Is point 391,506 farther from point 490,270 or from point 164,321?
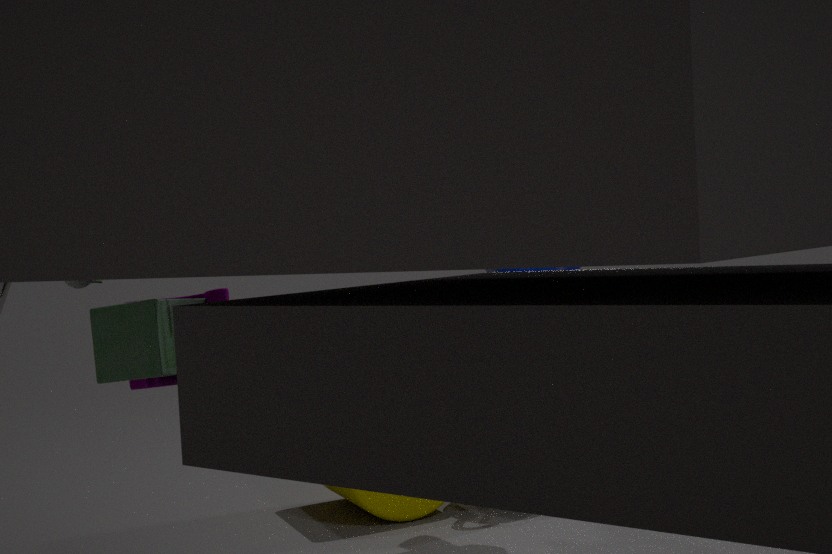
point 164,321
